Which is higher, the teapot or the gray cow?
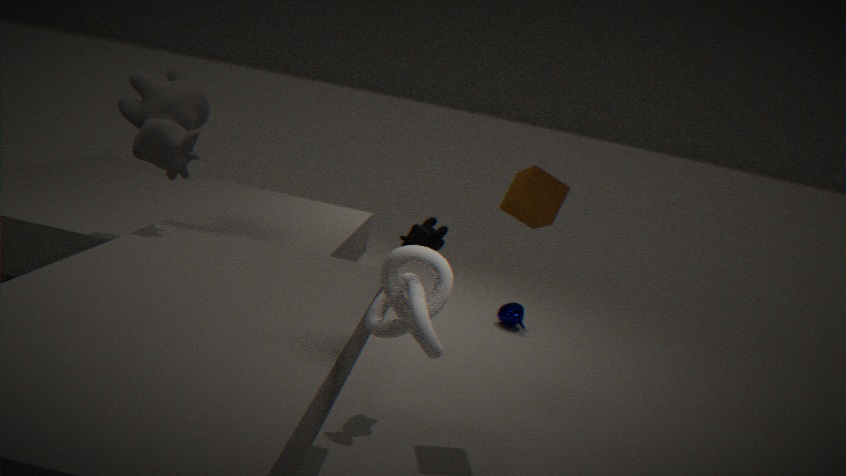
the gray cow
